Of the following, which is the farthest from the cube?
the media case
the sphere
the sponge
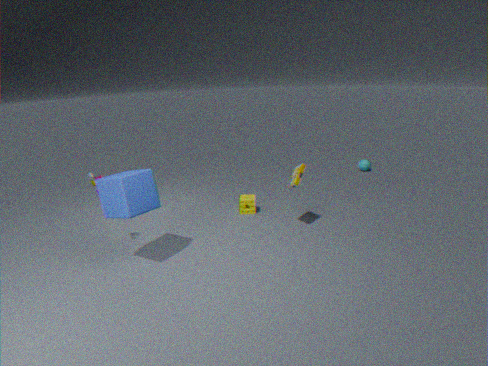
the sphere
